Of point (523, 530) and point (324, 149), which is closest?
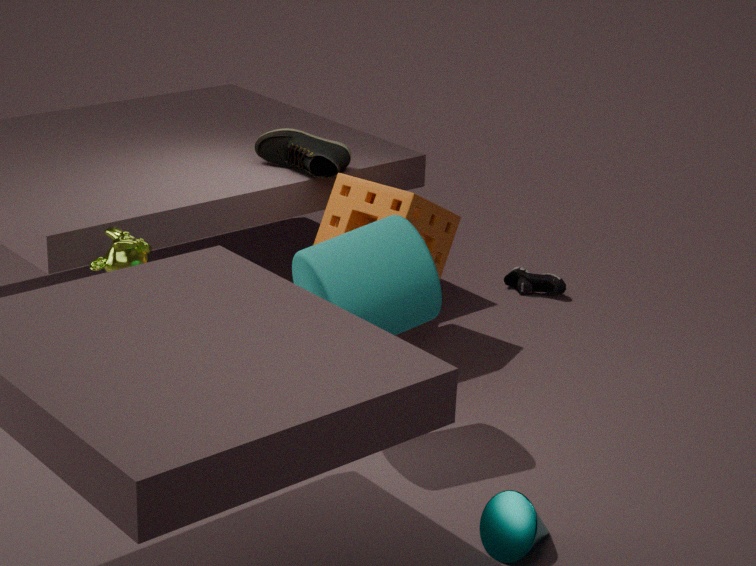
point (523, 530)
